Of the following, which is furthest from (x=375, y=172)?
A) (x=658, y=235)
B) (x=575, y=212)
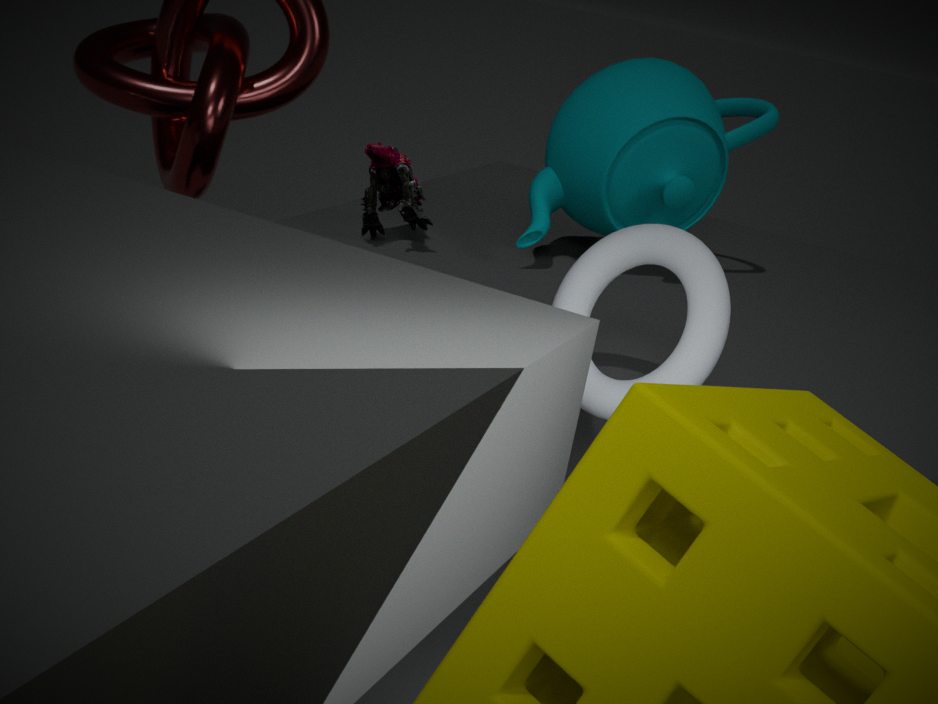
(x=658, y=235)
